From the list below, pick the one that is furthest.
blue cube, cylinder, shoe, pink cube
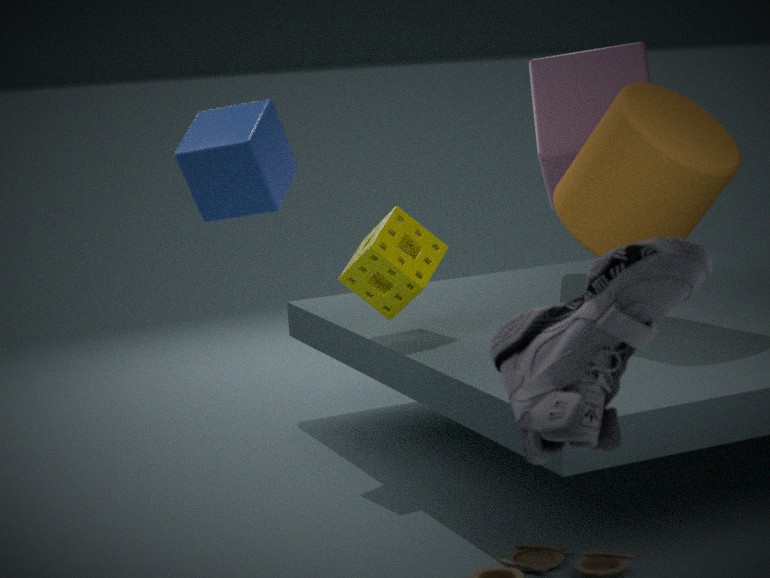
pink cube
